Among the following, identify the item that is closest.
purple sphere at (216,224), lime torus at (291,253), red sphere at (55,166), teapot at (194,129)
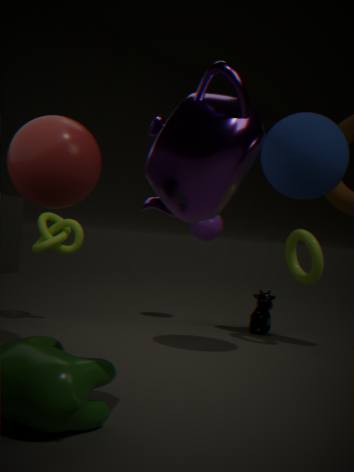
teapot at (194,129)
